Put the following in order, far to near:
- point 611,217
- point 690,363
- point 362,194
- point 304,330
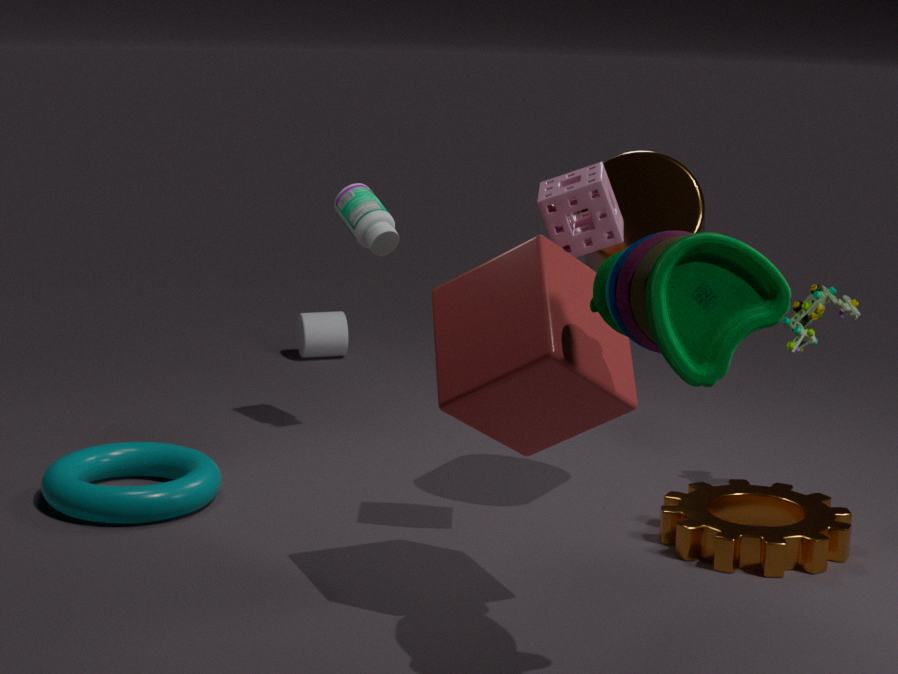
1. point 304,330
2. point 362,194
3. point 611,217
4. point 690,363
